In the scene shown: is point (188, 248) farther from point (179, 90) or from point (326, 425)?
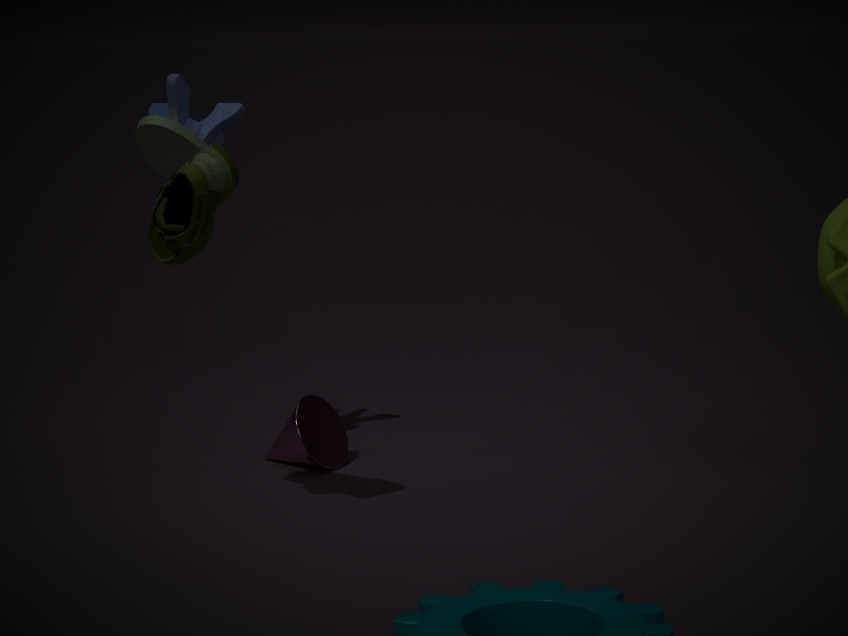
point (326, 425)
